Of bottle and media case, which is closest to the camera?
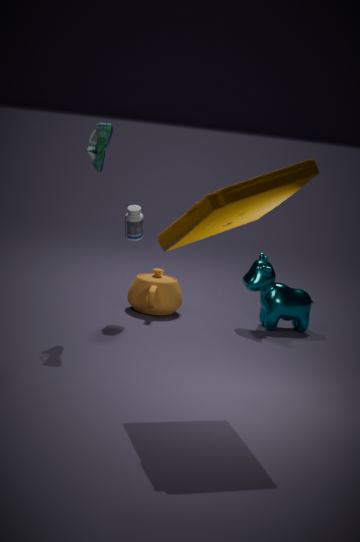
media case
